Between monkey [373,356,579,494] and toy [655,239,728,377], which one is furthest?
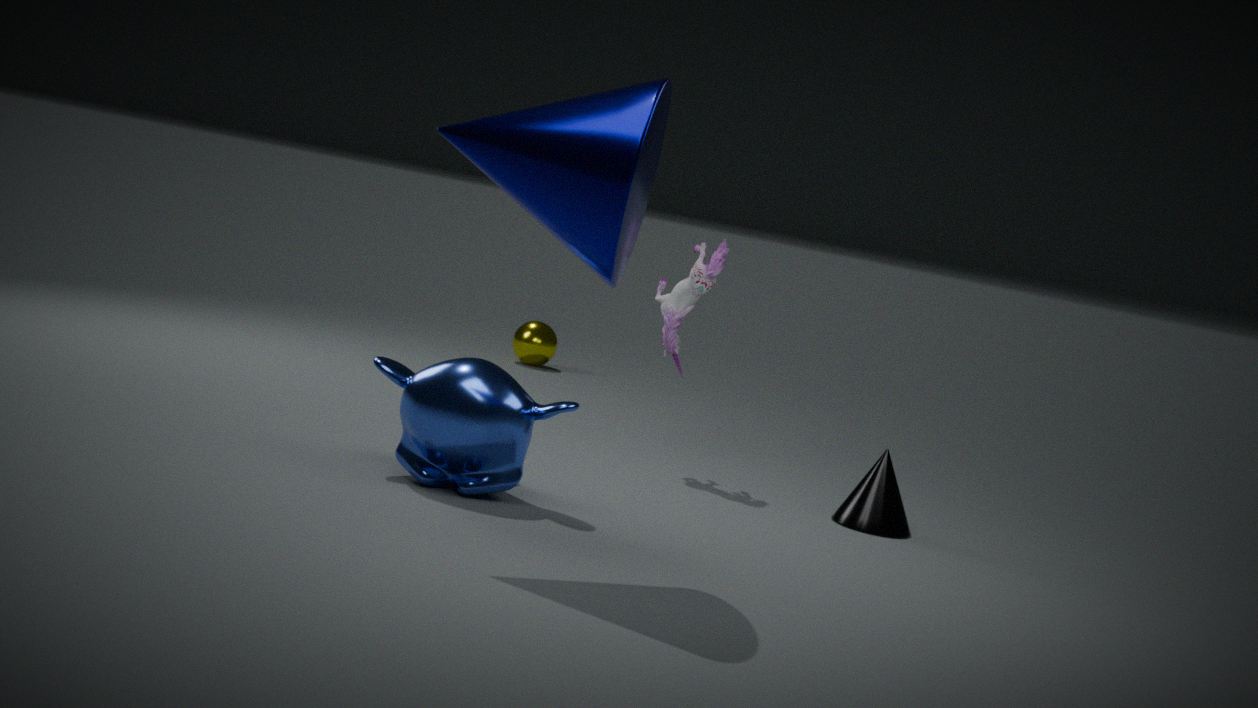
toy [655,239,728,377]
